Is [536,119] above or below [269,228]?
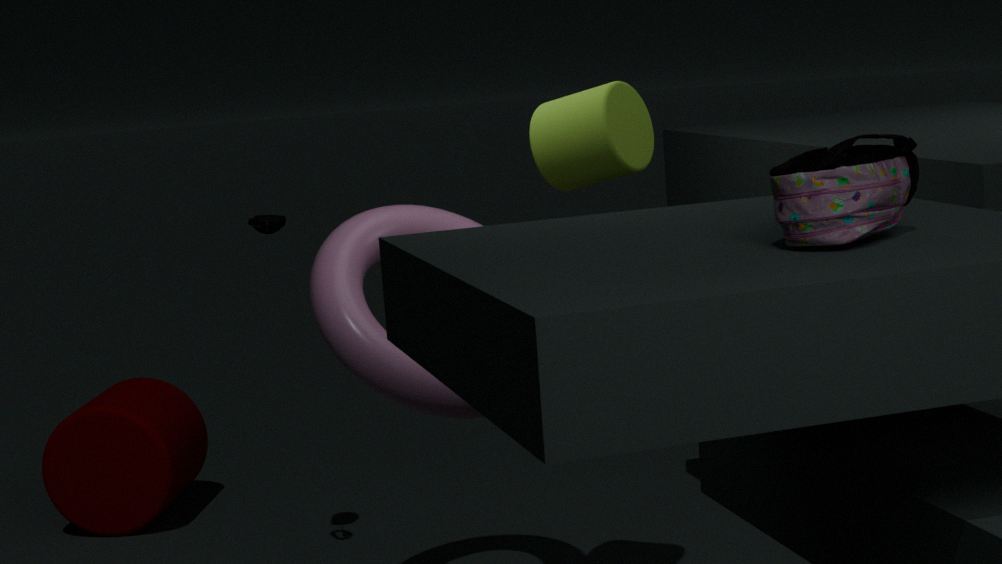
above
